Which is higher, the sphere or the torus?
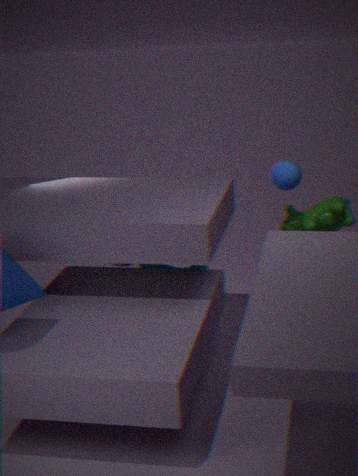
the sphere
